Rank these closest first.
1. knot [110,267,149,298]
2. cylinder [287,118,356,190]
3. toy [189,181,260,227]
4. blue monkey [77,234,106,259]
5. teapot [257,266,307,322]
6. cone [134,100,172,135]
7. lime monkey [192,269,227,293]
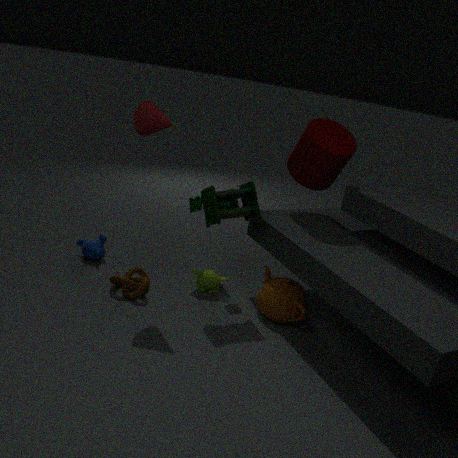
cone [134,100,172,135]
toy [189,181,260,227]
teapot [257,266,307,322]
knot [110,267,149,298]
cylinder [287,118,356,190]
lime monkey [192,269,227,293]
blue monkey [77,234,106,259]
